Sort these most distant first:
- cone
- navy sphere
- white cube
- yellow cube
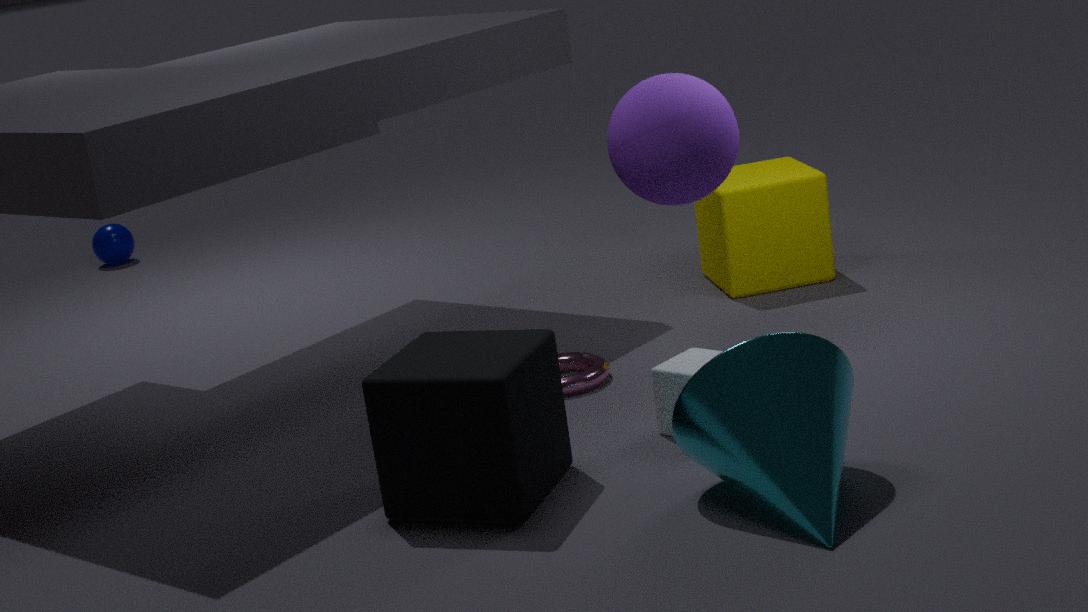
navy sphere → yellow cube → white cube → cone
